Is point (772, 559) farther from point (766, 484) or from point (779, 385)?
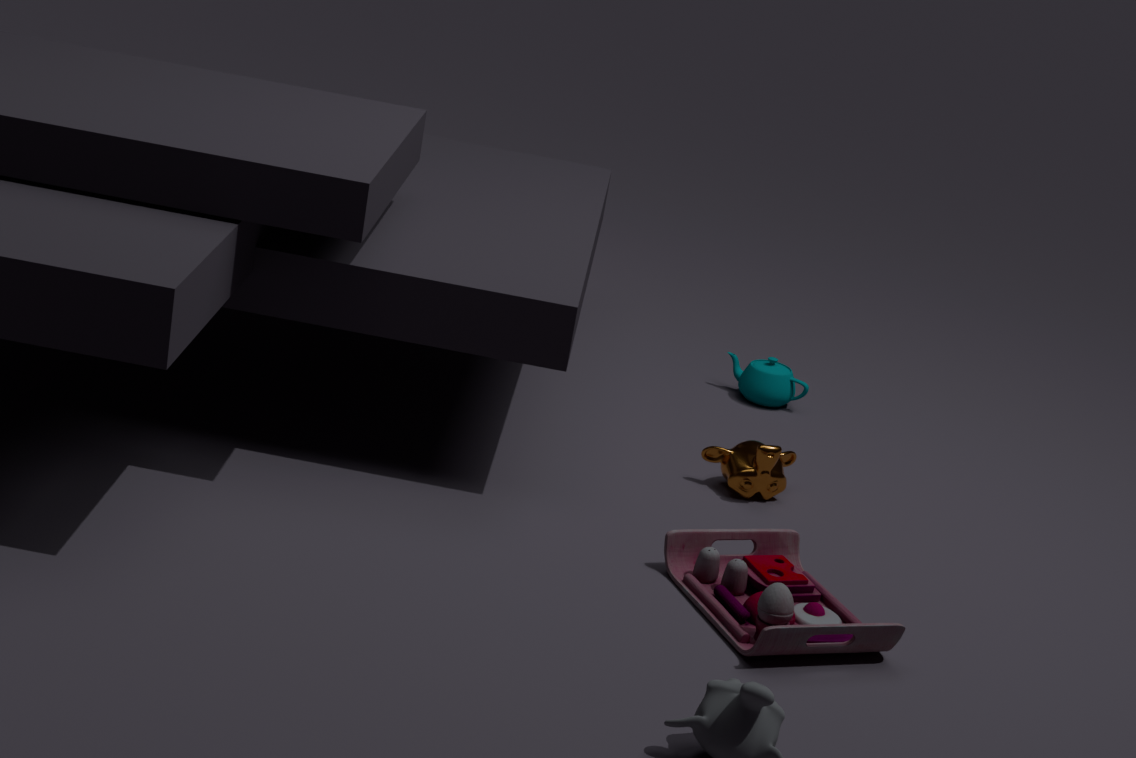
point (779, 385)
